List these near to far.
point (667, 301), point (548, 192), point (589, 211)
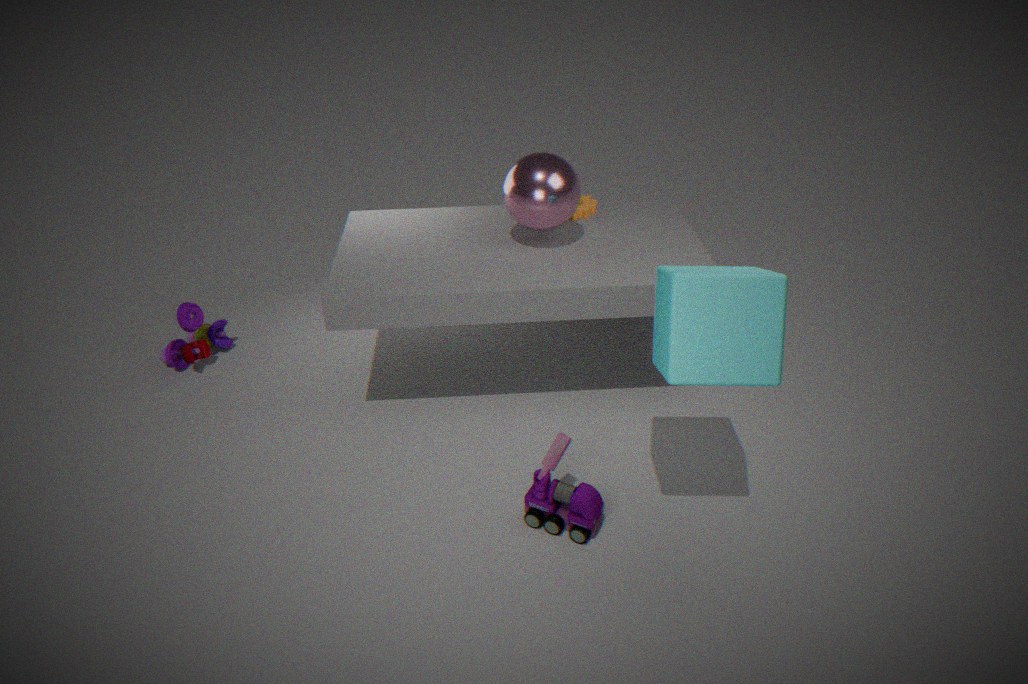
point (667, 301) → point (548, 192) → point (589, 211)
